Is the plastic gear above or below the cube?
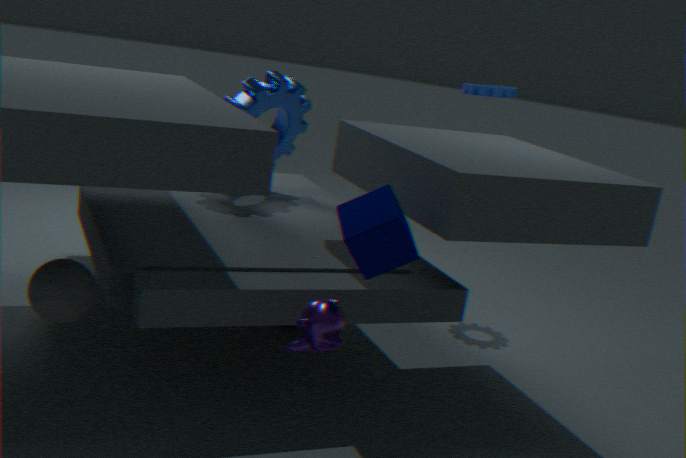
above
